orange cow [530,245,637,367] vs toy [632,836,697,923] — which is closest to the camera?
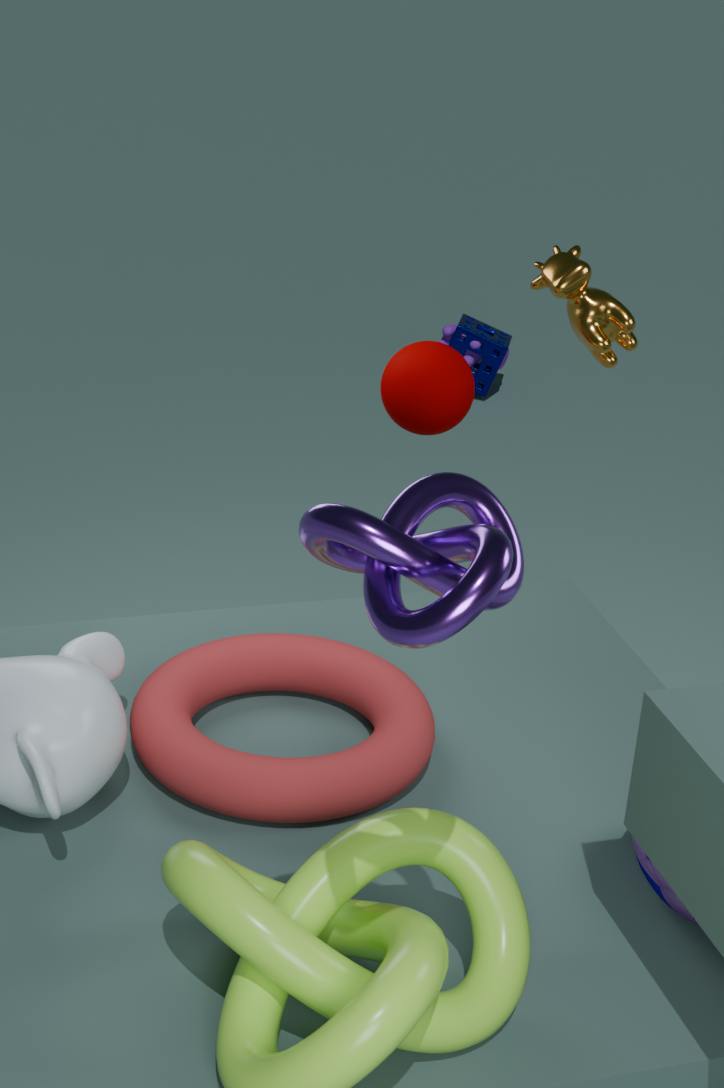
toy [632,836,697,923]
